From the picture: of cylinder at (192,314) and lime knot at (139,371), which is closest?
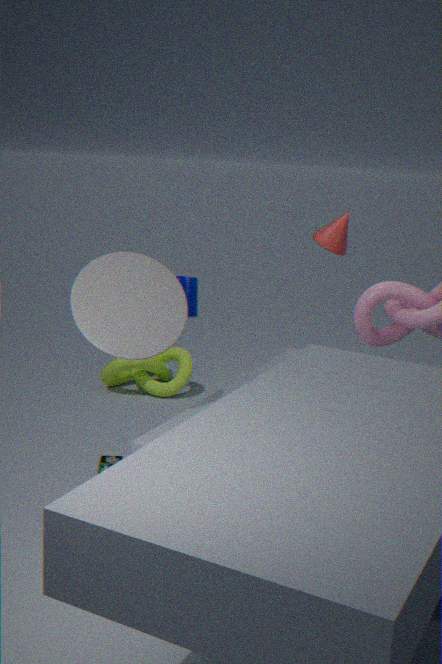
cylinder at (192,314)
